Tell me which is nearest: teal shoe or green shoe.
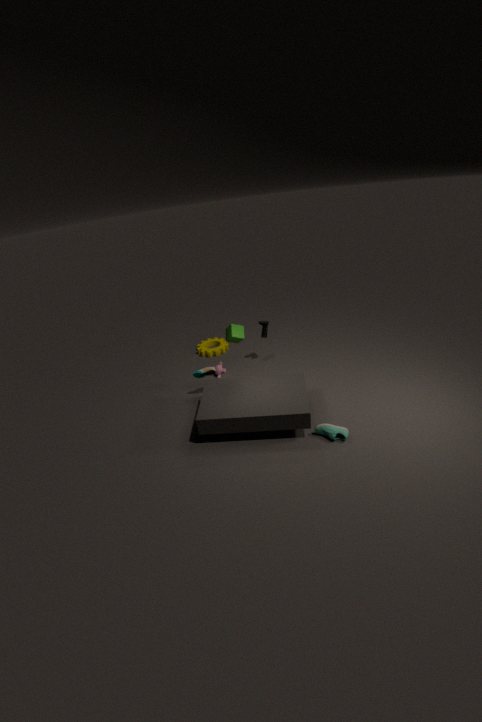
green shoe
